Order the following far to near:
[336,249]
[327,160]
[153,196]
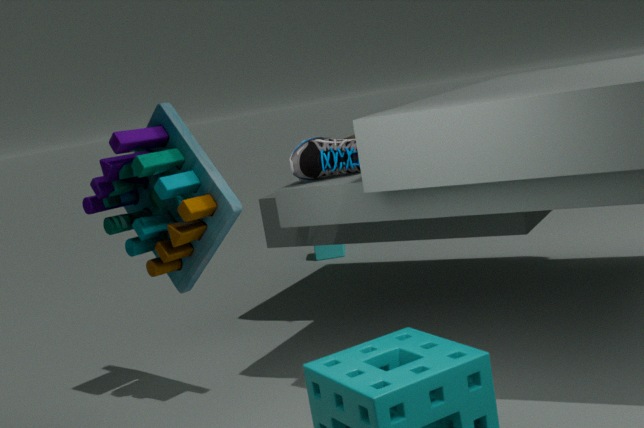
[336,249] < [153,196] < [327,160]
